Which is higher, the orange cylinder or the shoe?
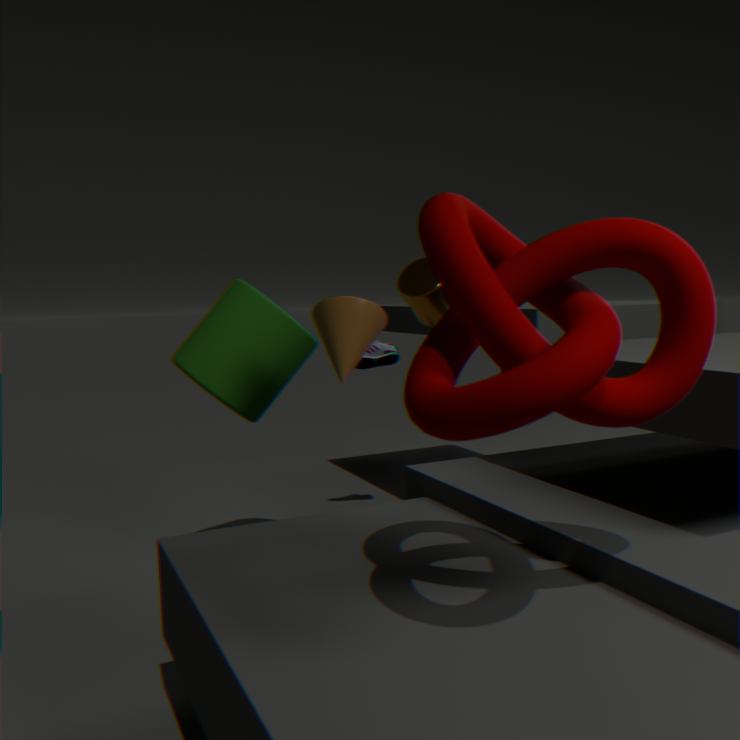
the orange cylinder
